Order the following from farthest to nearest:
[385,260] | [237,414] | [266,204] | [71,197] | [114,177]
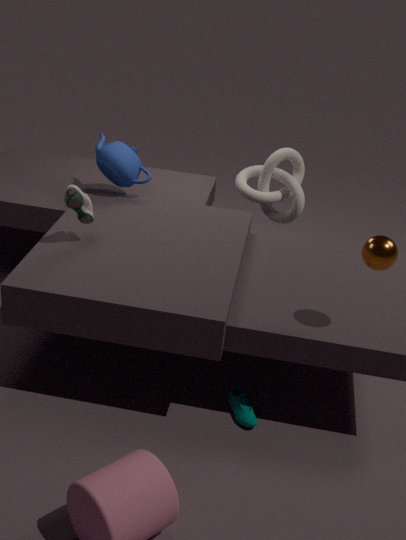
[266,204]
[114,177]
[237,414]
[71,197]
[385,260]
